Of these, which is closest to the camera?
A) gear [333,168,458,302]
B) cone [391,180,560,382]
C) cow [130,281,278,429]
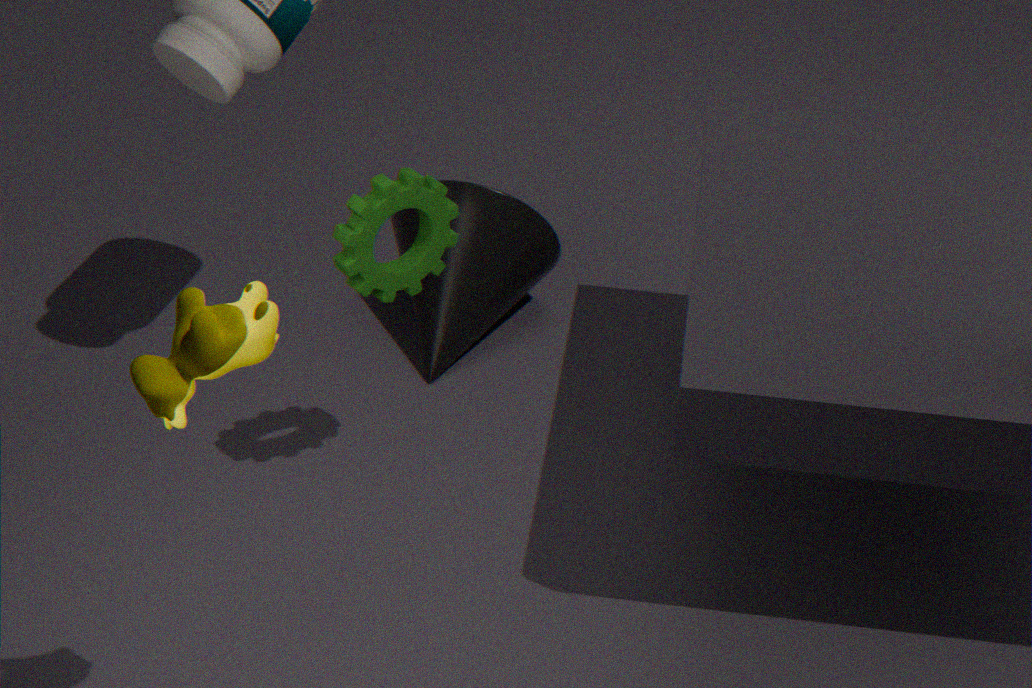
cow [130,281,278,429]
